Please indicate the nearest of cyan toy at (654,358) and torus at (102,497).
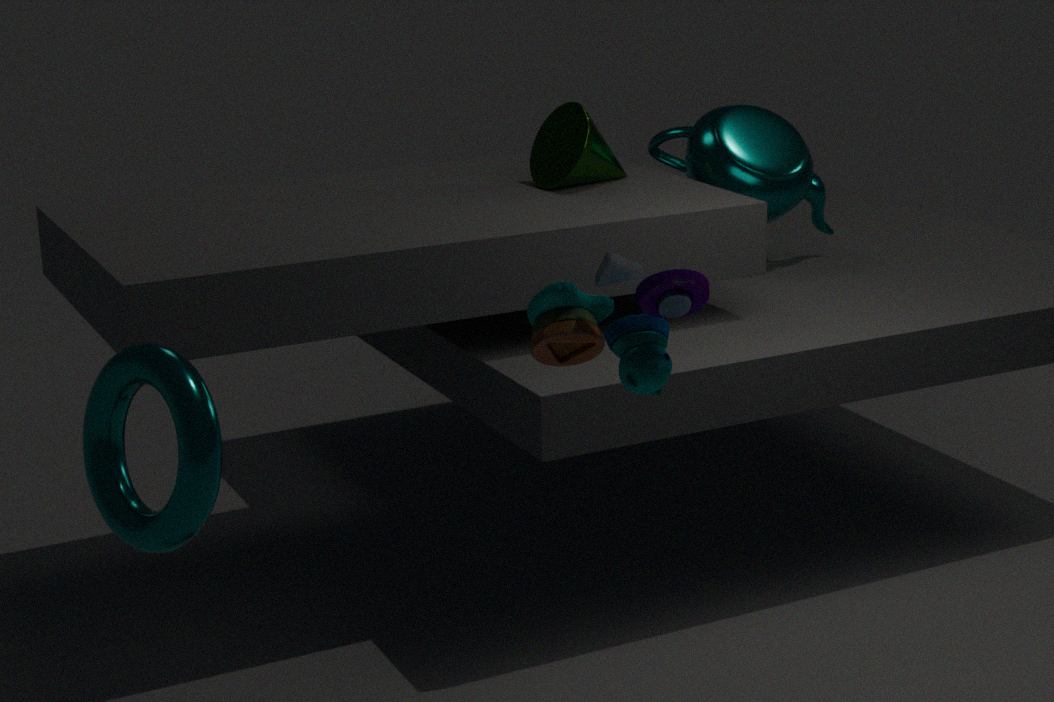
torus at (102,497)
